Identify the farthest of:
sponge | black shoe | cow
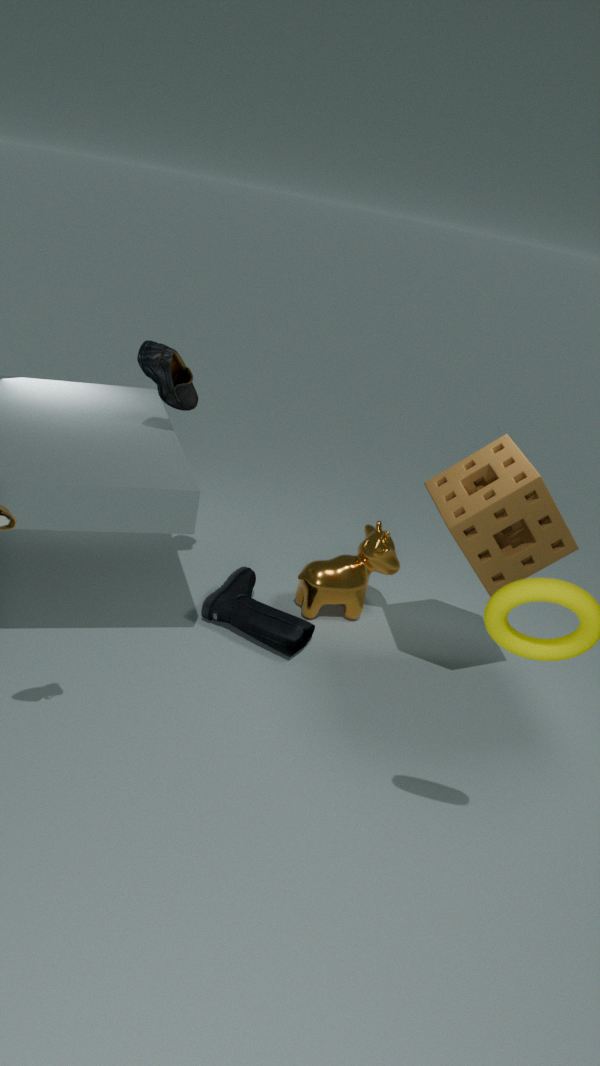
cow
